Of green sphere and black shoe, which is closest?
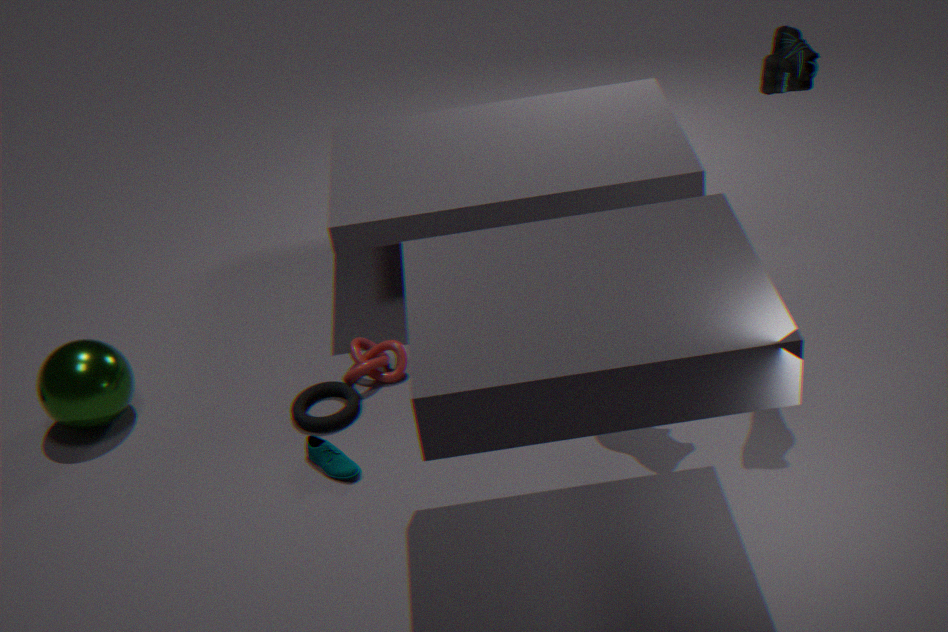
black shoe
